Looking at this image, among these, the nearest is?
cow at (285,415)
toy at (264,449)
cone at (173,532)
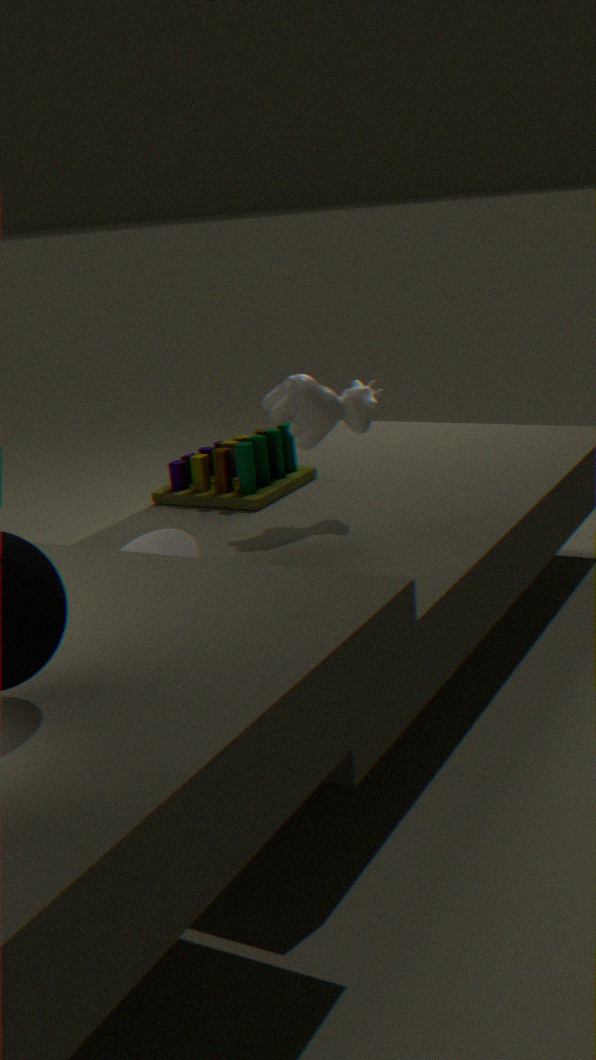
cone at (173,532)
